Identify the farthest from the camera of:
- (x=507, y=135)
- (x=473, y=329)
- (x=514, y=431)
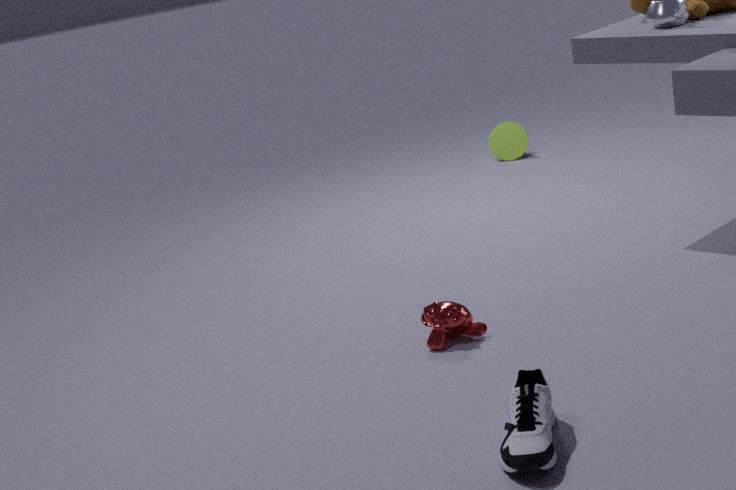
(x=507, y=135)
